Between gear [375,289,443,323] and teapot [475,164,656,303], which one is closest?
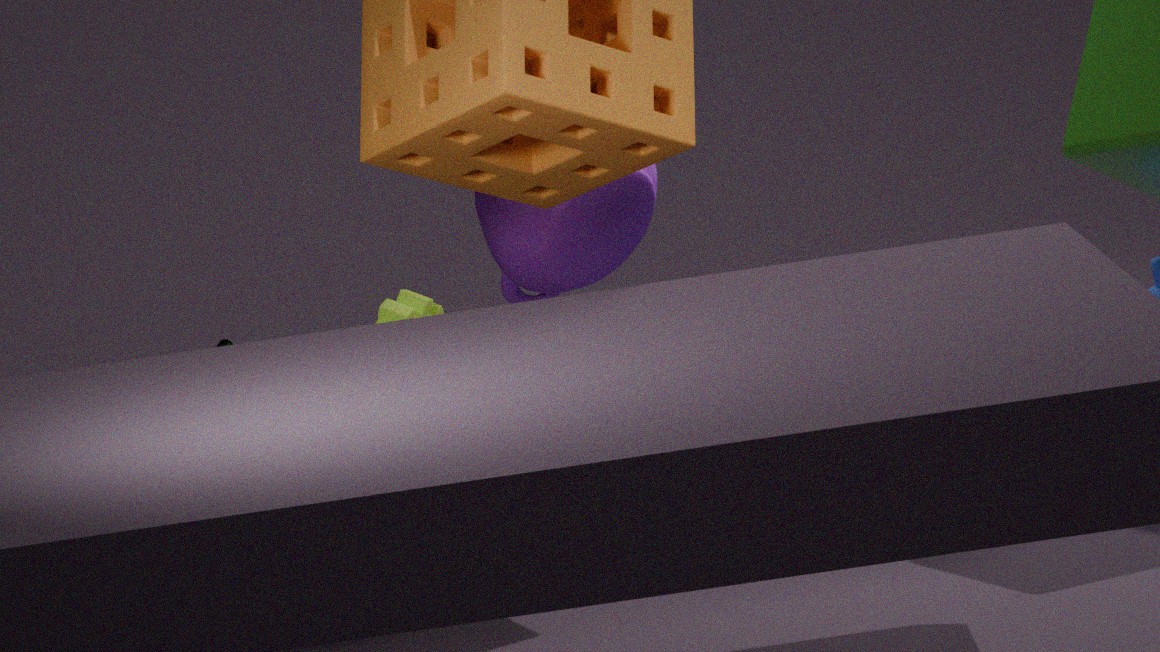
gear [375,289,443,323]
